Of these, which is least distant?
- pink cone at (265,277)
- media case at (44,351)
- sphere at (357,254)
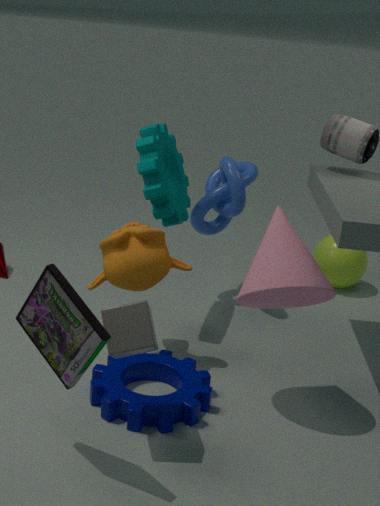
media case at (44,351)
